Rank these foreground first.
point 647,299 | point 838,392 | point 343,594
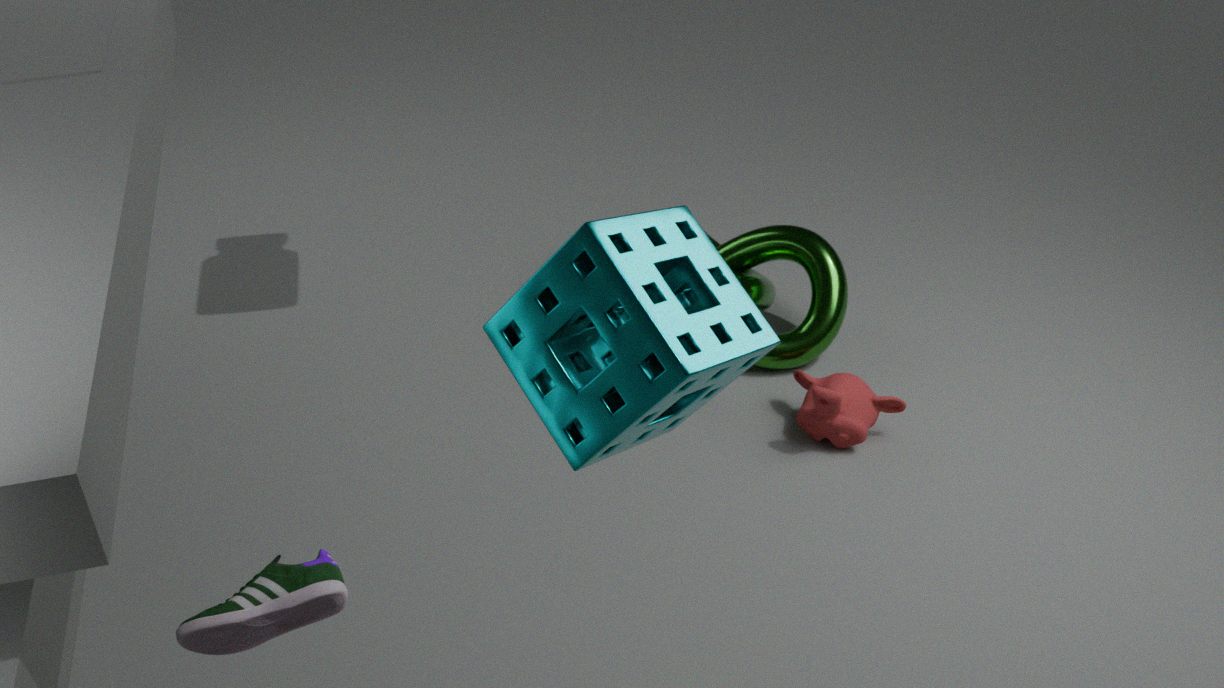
point 647,299 → point 343,594 → point 838,392
